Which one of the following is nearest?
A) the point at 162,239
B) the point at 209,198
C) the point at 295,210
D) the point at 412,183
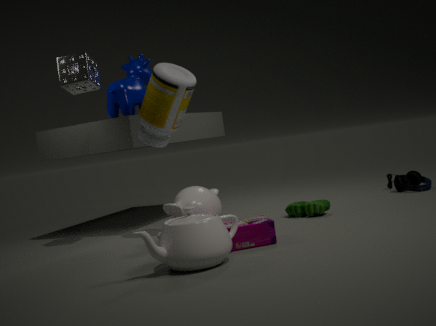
the point at 162,239
